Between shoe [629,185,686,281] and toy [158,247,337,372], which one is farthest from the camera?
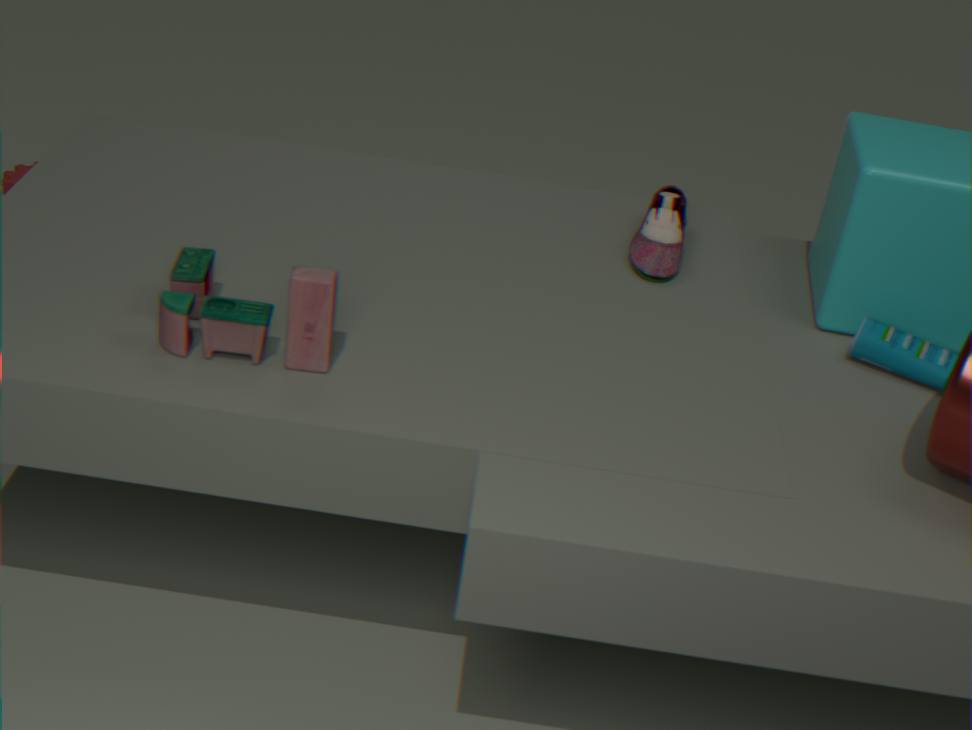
shoe [629,185,686,281]
